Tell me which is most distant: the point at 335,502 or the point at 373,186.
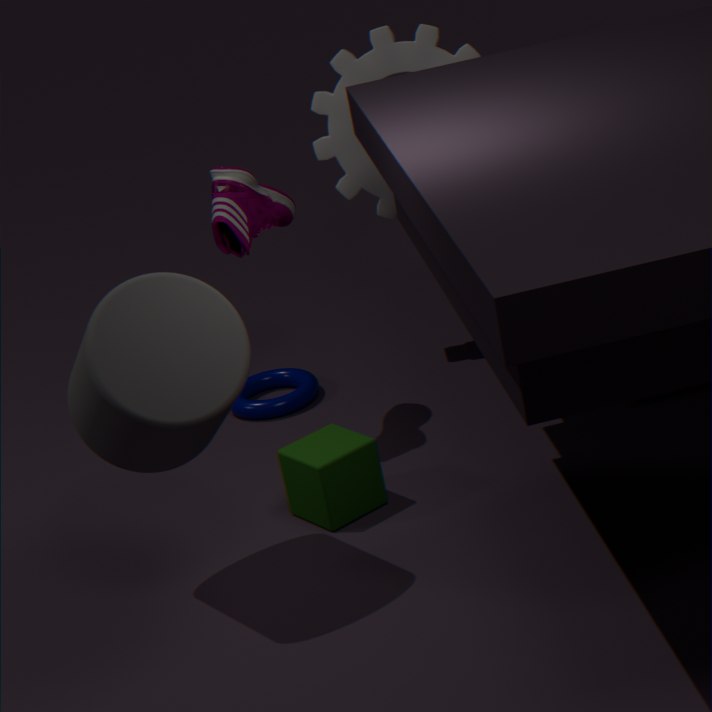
the point at 373,186
